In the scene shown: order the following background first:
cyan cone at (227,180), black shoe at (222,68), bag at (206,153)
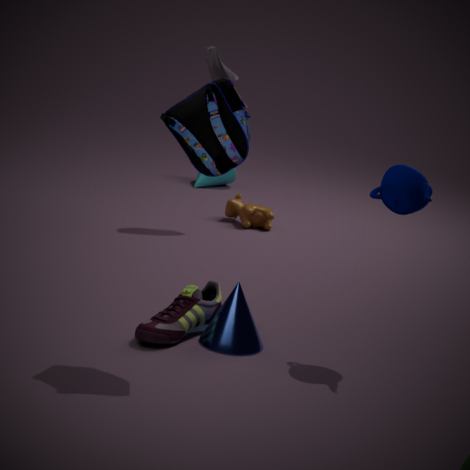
cyan cone at (227,180) < black shoe at (222,68) < bag at (206,153)
